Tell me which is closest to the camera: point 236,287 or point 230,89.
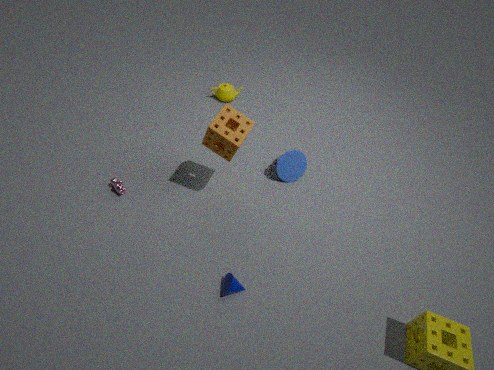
point 236,287
